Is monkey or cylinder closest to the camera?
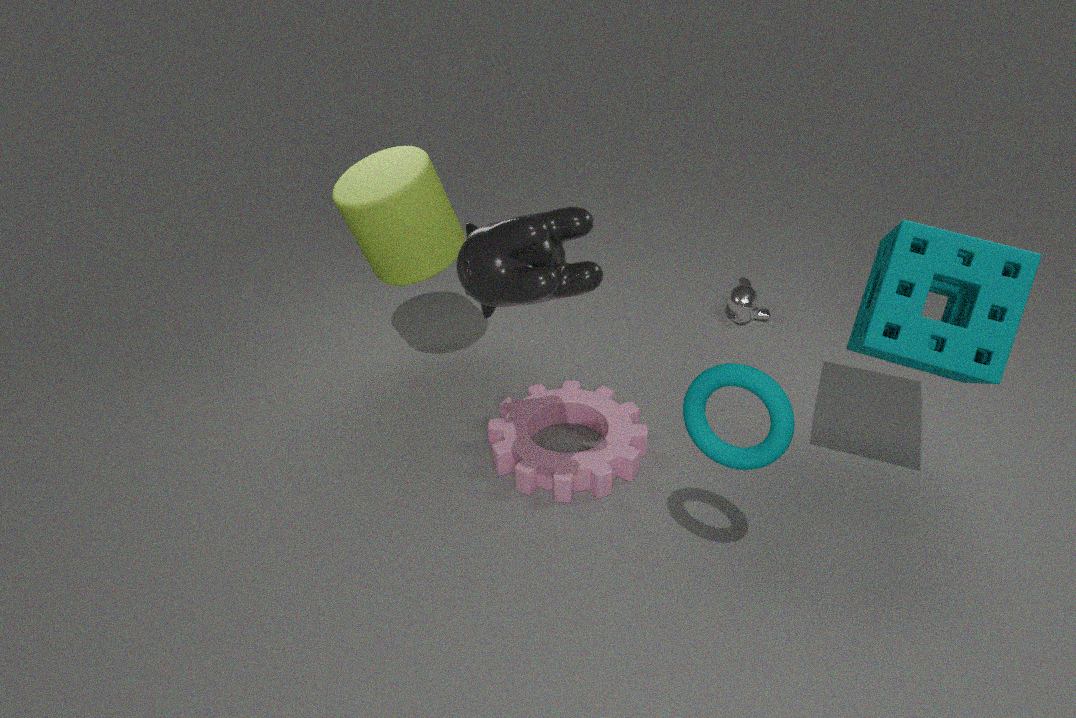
cylinder
